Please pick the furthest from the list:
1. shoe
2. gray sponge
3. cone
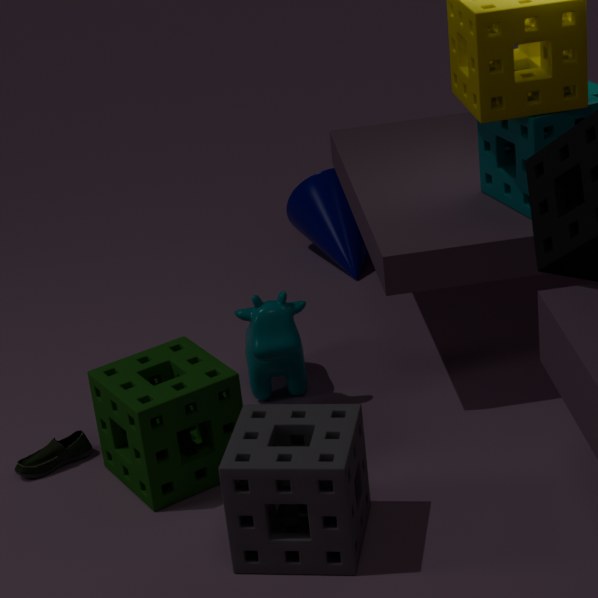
cone
